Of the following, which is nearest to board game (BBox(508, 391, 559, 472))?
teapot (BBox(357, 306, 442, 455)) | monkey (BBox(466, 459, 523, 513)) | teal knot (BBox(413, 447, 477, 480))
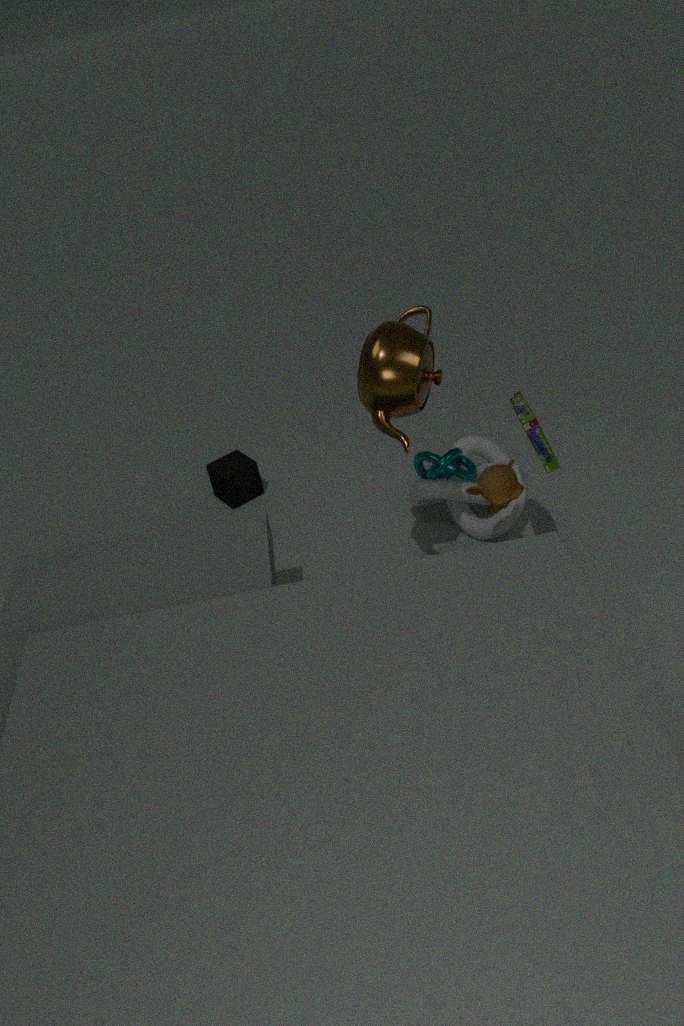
monkey (BBox(466, 459, 523, 513))
